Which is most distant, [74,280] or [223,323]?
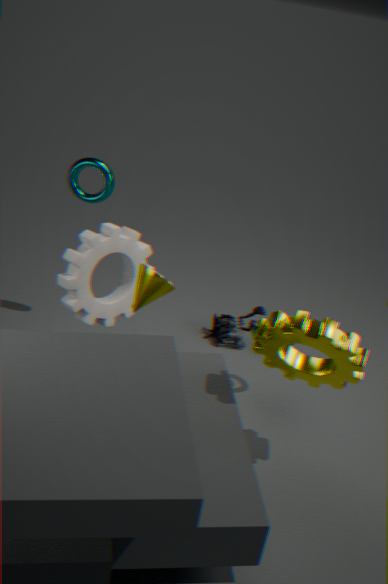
[223,323]
